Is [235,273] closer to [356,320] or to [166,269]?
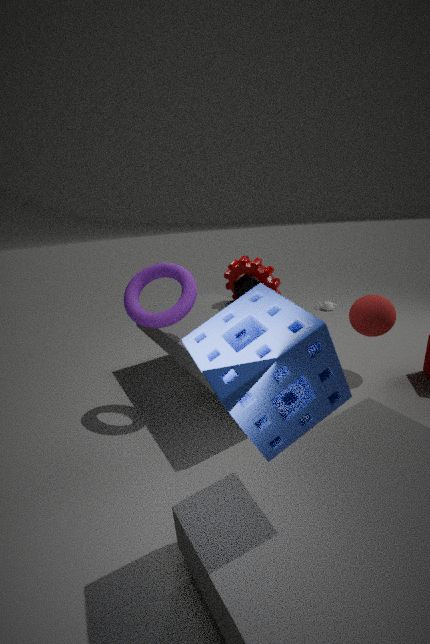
[166,269]
